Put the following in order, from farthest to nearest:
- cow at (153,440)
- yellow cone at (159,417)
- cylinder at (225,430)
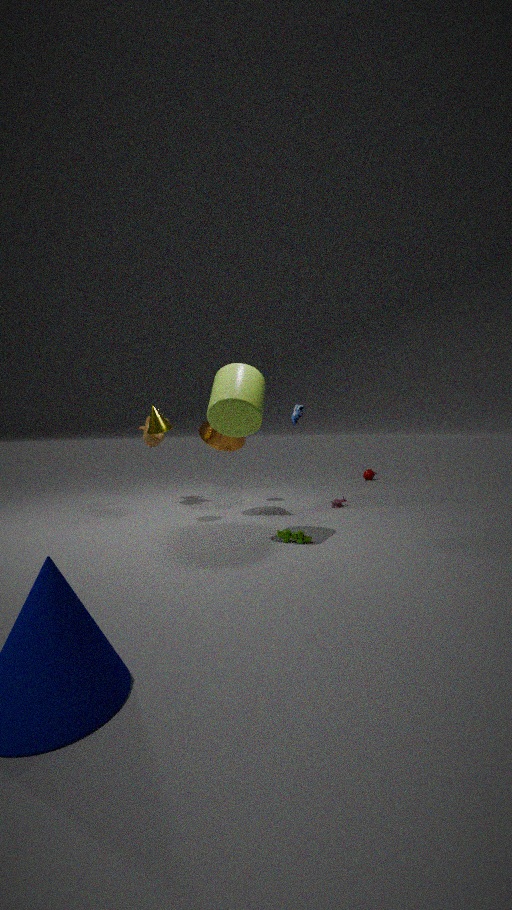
cow at (153,440) < yellow cone at (159,417) < cylinder at (225,430)
